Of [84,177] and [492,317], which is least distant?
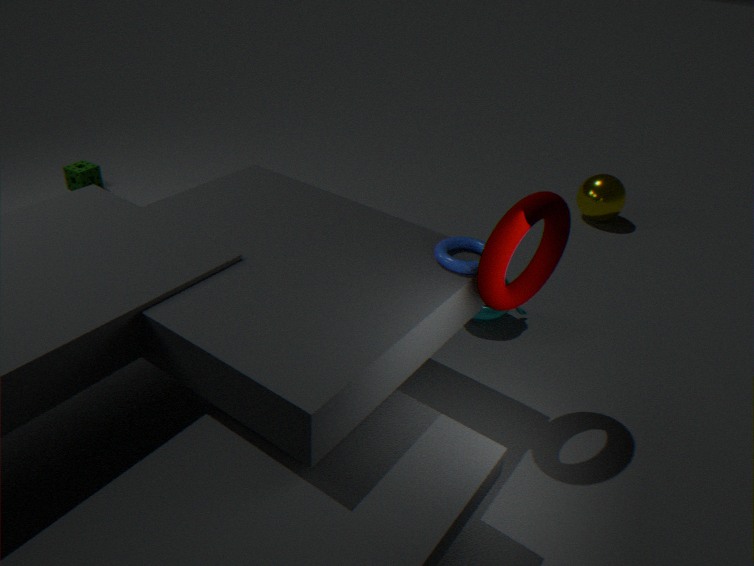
[492,317]
